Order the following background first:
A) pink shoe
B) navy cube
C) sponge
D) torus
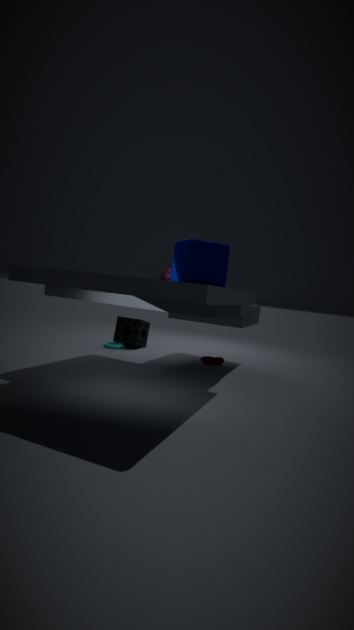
sponge, torus, pink shoe, navy cube
